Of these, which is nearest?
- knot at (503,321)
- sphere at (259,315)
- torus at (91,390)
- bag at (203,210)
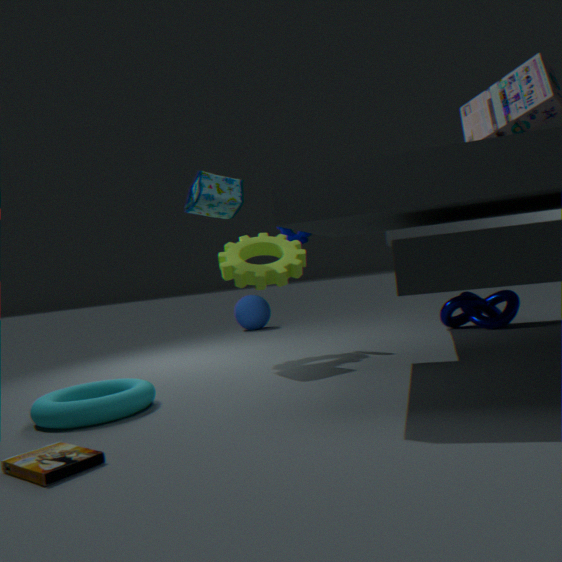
torus at (91,390)
